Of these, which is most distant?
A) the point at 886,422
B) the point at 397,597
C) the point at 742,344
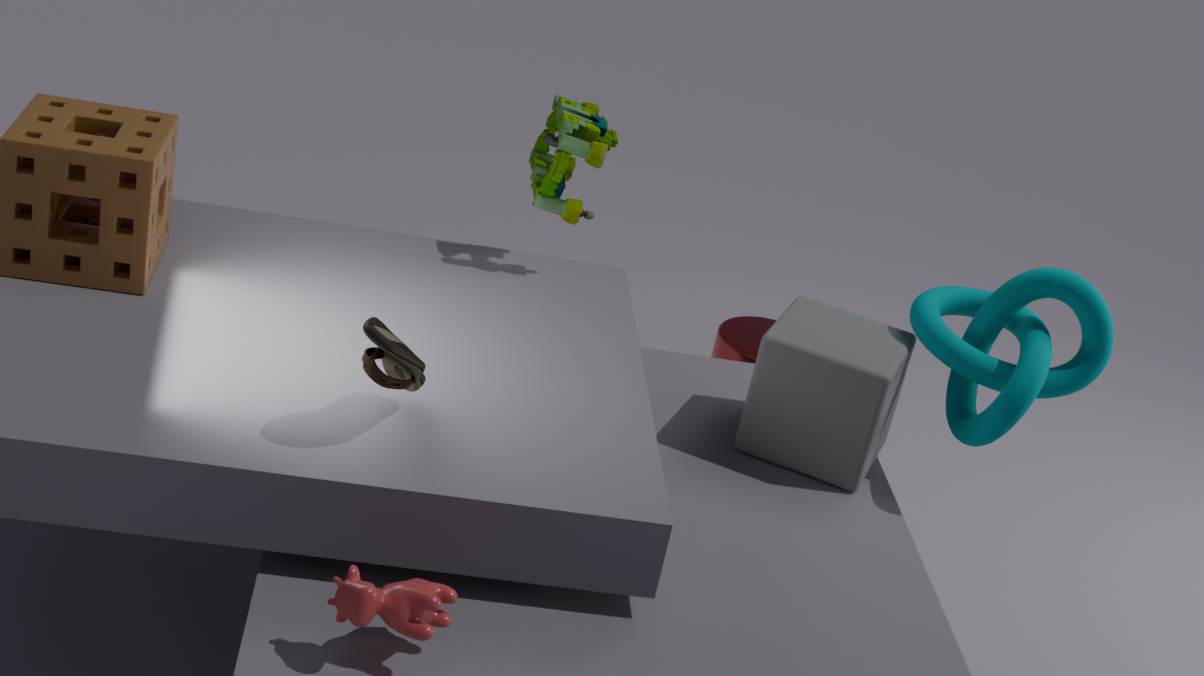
the point at 742,344
